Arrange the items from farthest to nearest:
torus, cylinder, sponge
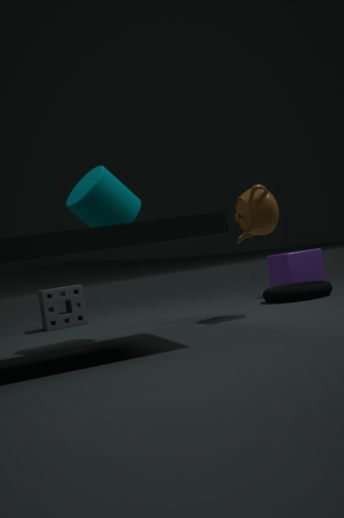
1. sponge
2. torus
3. cylinder
